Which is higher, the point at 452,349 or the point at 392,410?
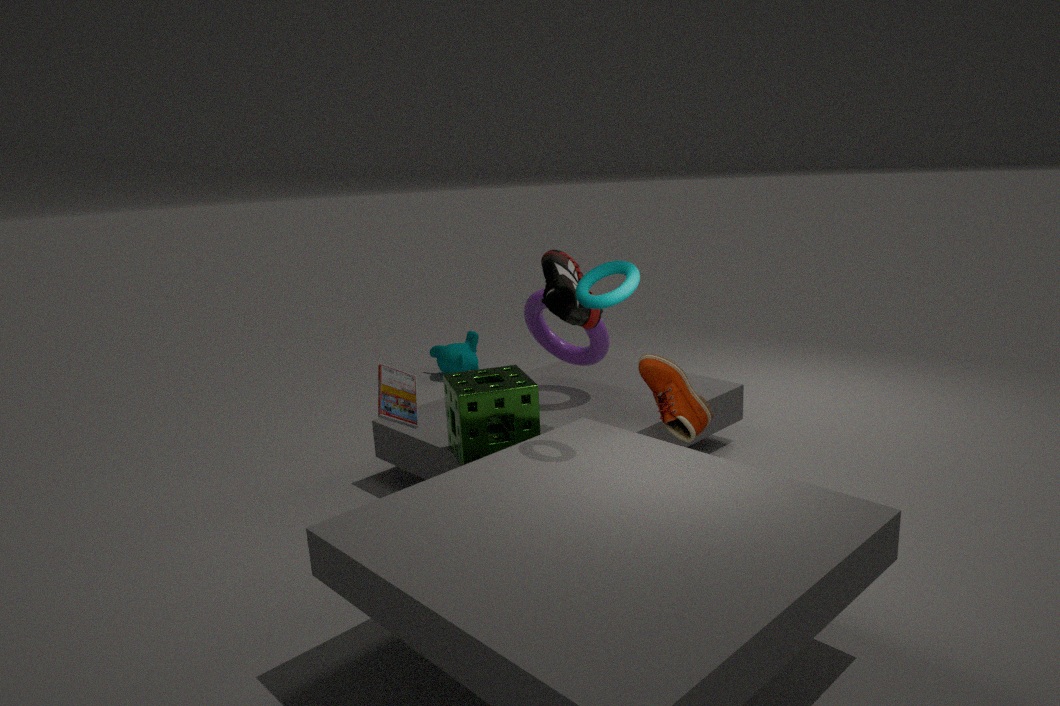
the point at 392,410
